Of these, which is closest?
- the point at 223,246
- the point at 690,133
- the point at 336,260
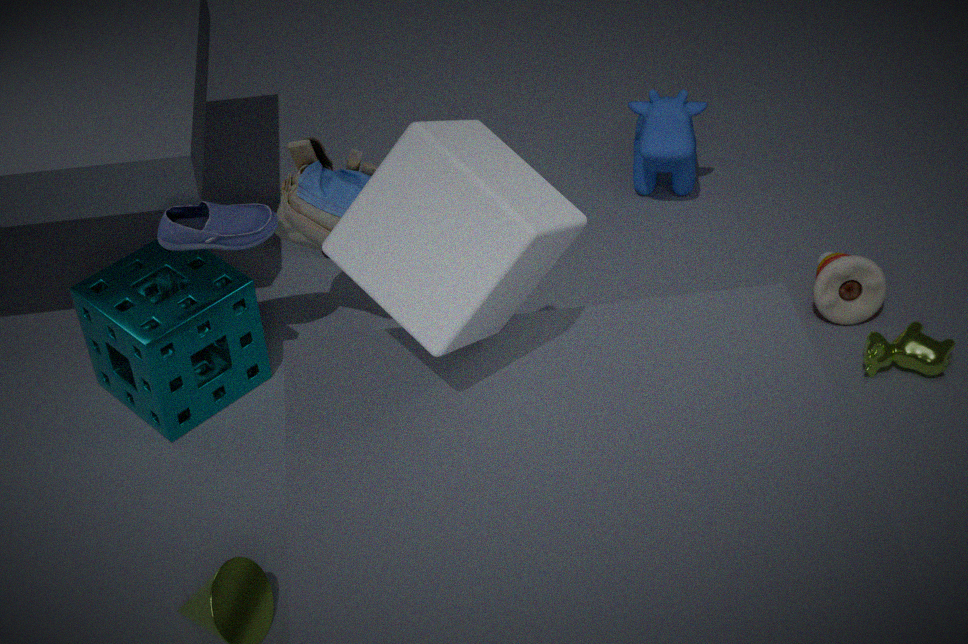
the point at 336,260
